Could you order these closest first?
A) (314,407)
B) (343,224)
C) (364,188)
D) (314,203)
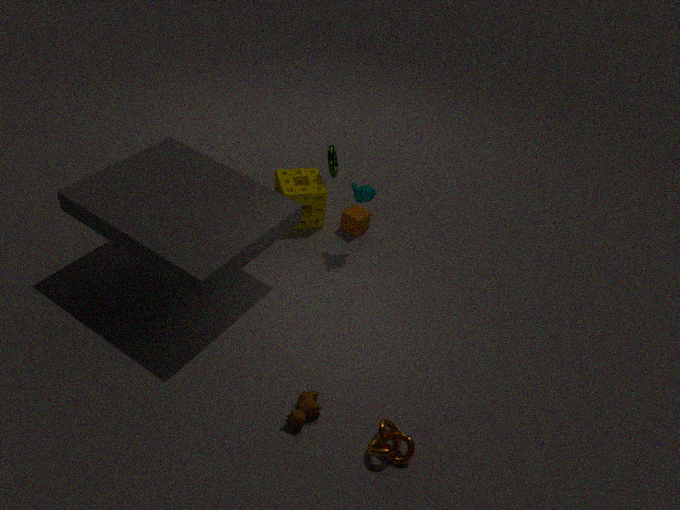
(314,407) < (364,188) < (314,203) < (343,224)
